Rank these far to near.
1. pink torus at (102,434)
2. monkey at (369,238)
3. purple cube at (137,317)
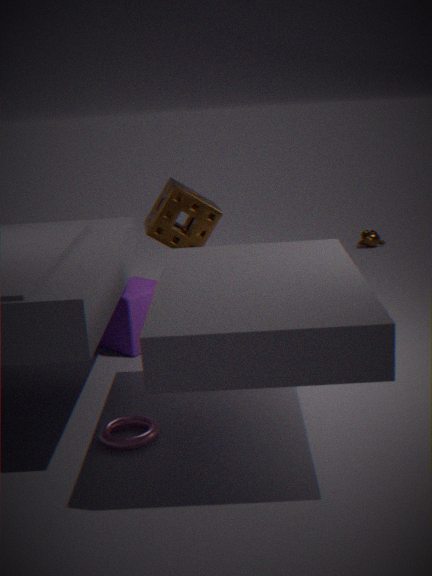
monkey at (369,238)
purple cube at (137,317)
pink torus at (102,434)
